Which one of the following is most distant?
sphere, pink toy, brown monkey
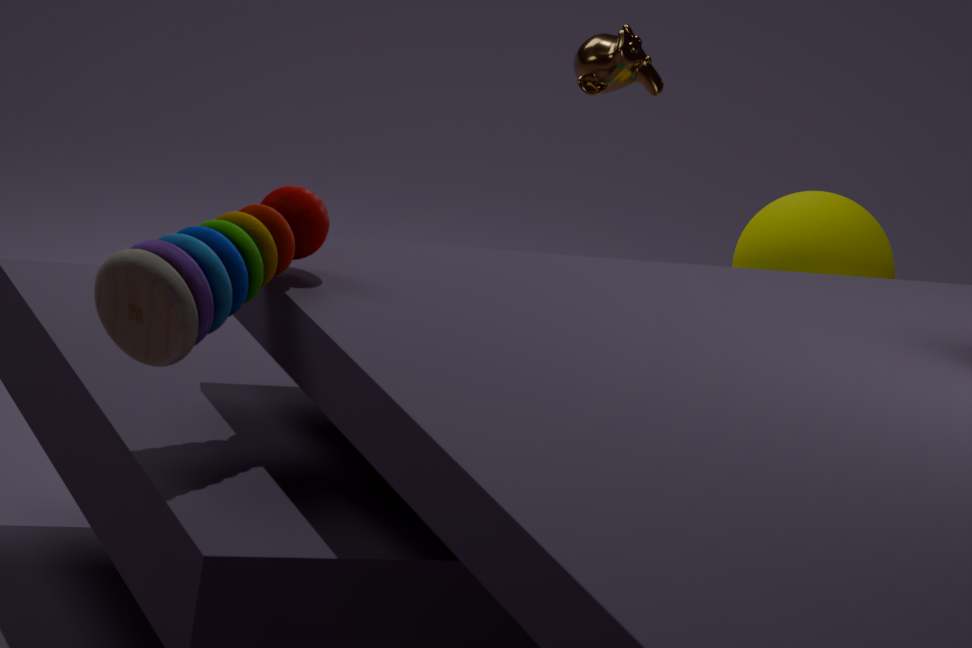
sphere
